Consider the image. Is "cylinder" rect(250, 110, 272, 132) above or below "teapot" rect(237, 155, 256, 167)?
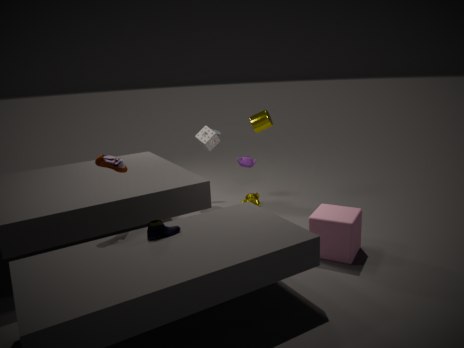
above
